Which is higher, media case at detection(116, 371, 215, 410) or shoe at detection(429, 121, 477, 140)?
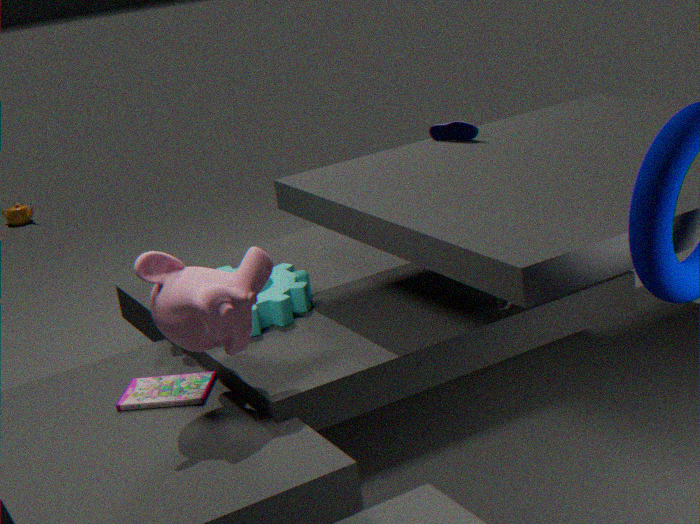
shoe at detection(429, 121, 477, 140)
